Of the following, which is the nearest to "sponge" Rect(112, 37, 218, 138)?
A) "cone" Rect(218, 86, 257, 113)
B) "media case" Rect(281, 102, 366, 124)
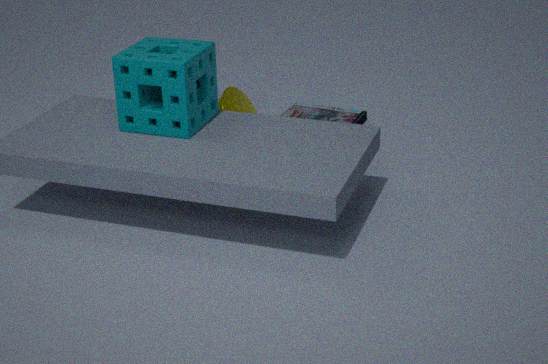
"cone" Rect(218, 86, 257, 113)
